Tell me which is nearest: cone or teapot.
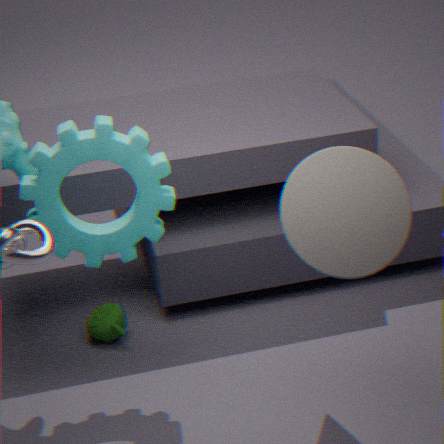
cone
